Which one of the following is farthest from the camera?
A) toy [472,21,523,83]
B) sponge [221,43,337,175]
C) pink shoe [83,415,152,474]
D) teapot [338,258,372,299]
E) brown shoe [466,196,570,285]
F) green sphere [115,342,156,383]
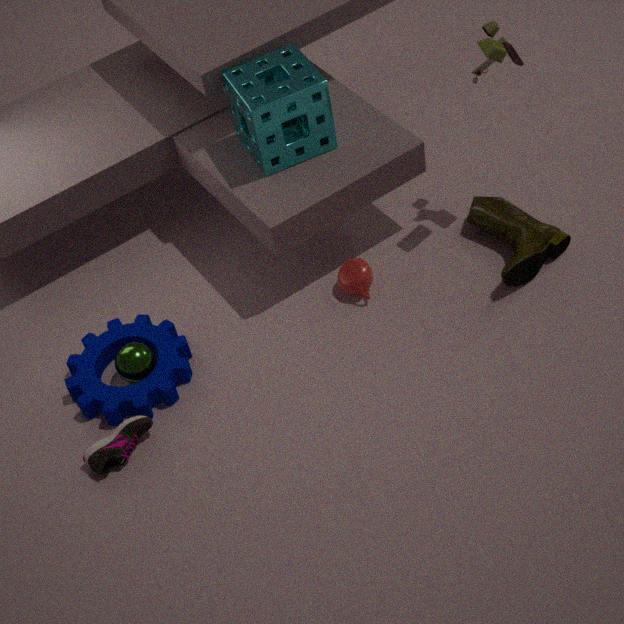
teapot [338,258,372,299]
